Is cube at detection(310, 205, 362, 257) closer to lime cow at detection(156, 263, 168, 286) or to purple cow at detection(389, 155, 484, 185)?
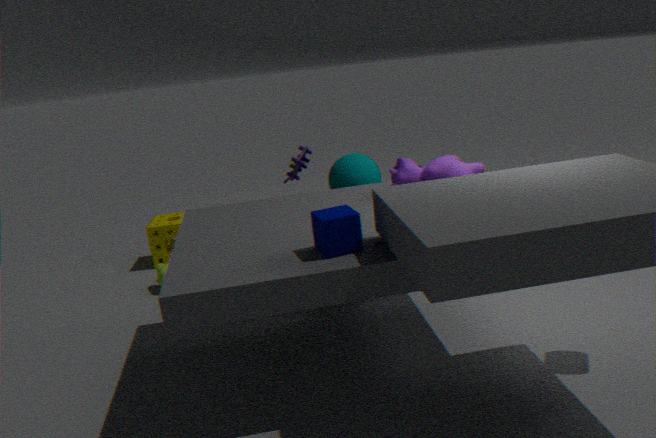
purple cow at detection(389, 155, 484, 185)
